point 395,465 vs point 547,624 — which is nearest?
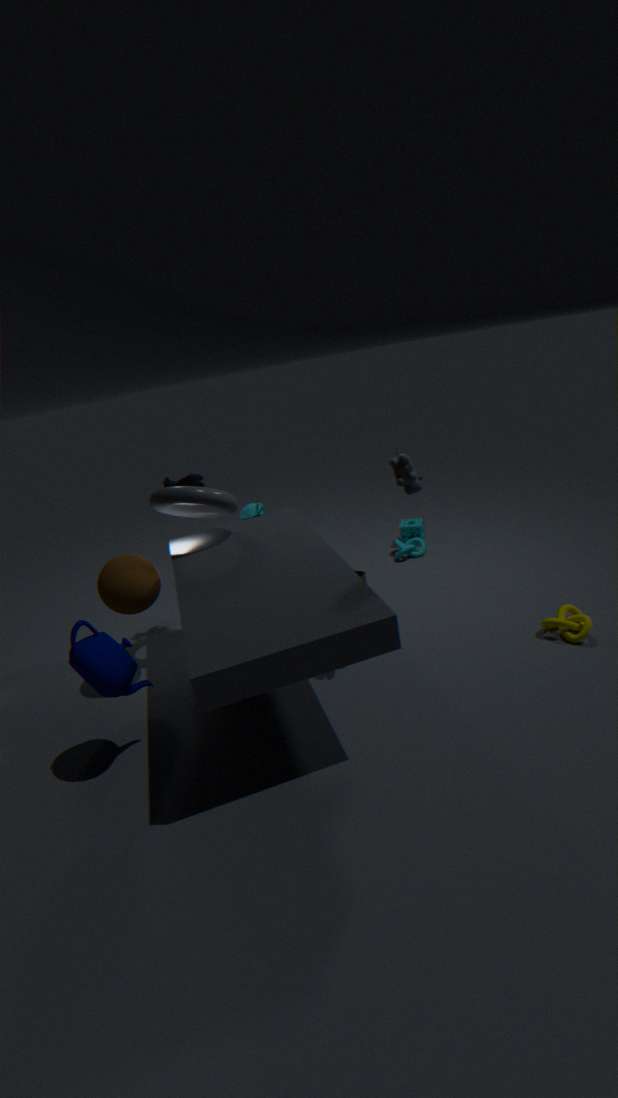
point 395,465
